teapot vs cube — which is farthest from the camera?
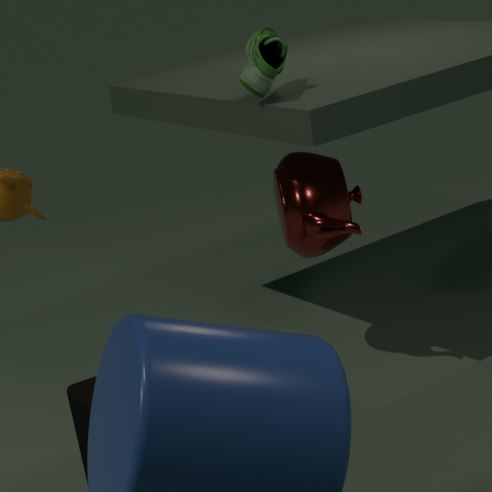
teapot
